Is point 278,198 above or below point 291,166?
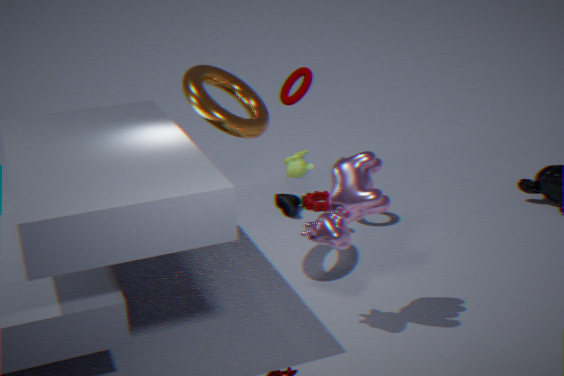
below
